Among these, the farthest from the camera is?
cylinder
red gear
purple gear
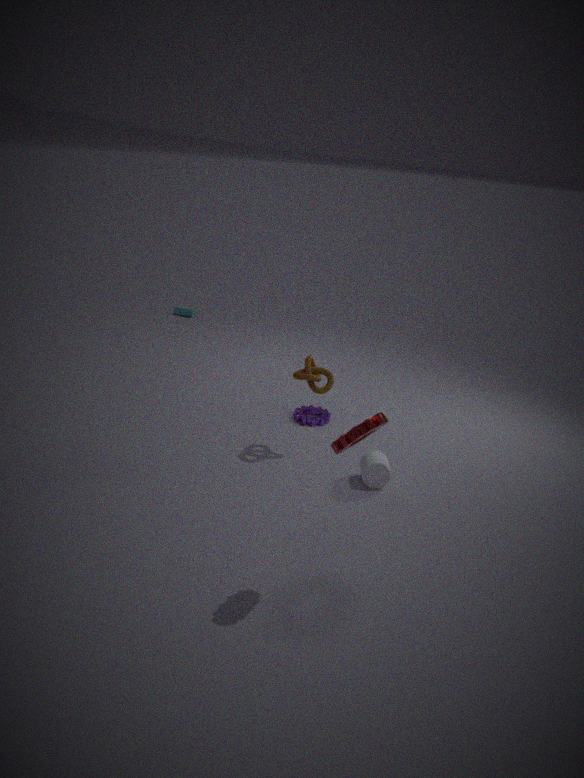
purple gear
